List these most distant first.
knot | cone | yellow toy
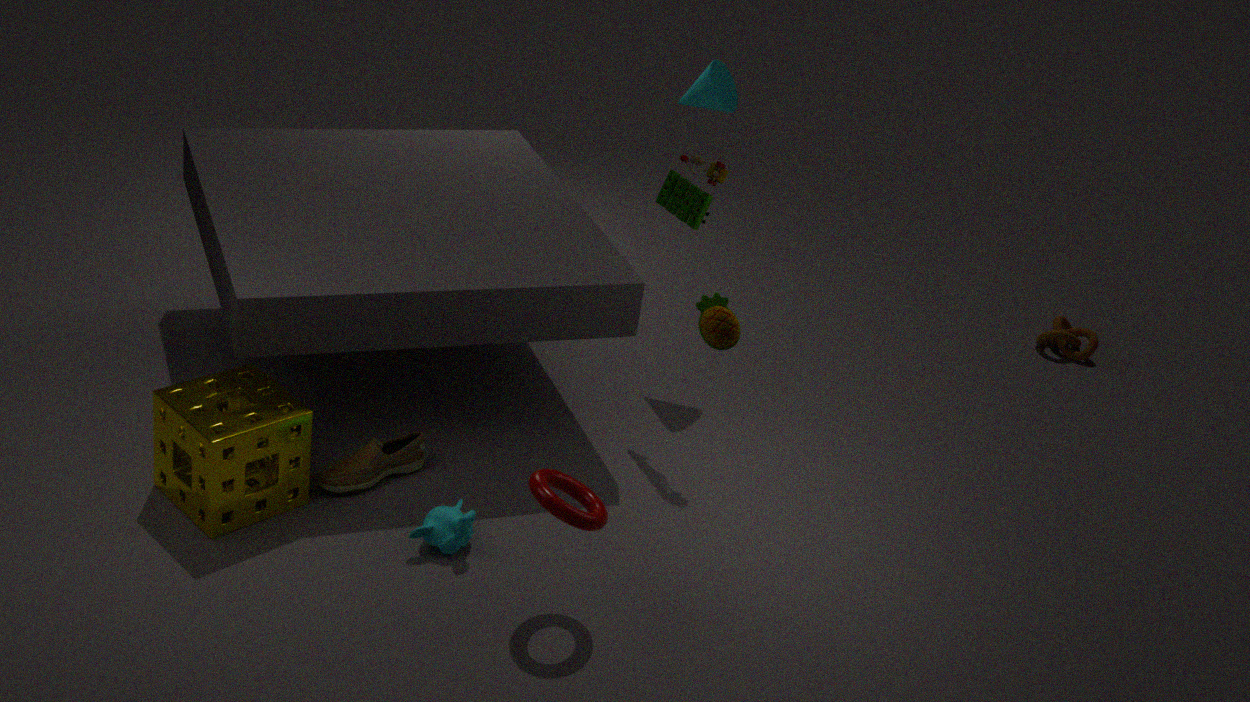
knot
cone
yellow toy
